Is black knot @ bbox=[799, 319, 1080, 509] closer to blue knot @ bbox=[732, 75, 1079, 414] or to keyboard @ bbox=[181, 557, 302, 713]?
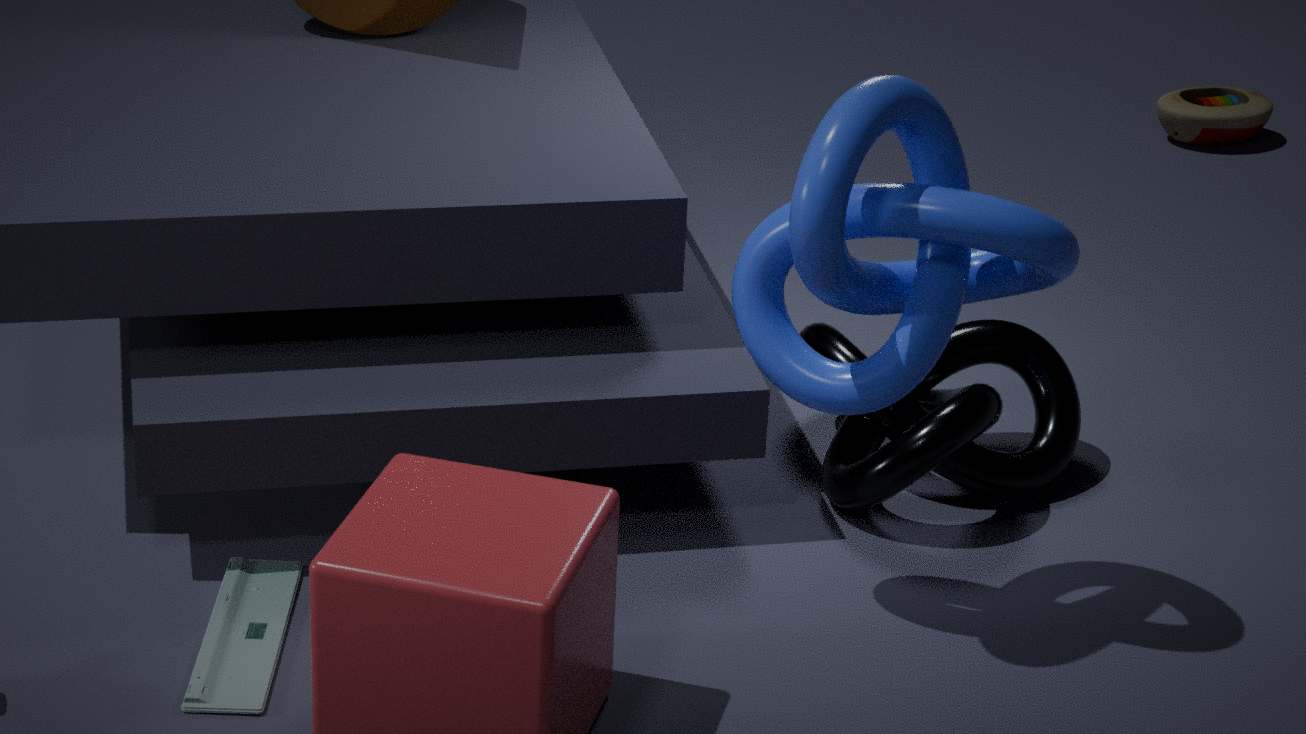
blue knot @ bbox=[732, 75, 1079, 414]
